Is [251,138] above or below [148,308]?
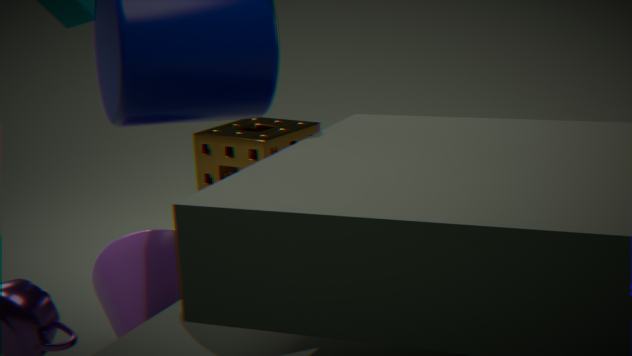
above
